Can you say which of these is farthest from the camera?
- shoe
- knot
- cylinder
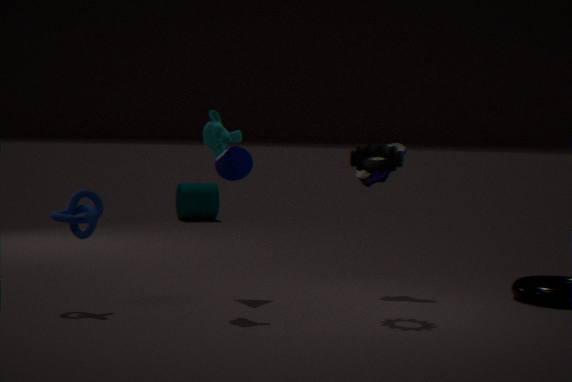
cylinder
